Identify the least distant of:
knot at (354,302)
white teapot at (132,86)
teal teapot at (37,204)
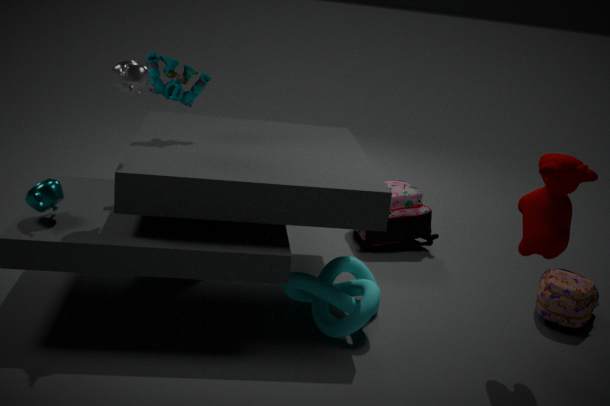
teal teapot at (37,204)
